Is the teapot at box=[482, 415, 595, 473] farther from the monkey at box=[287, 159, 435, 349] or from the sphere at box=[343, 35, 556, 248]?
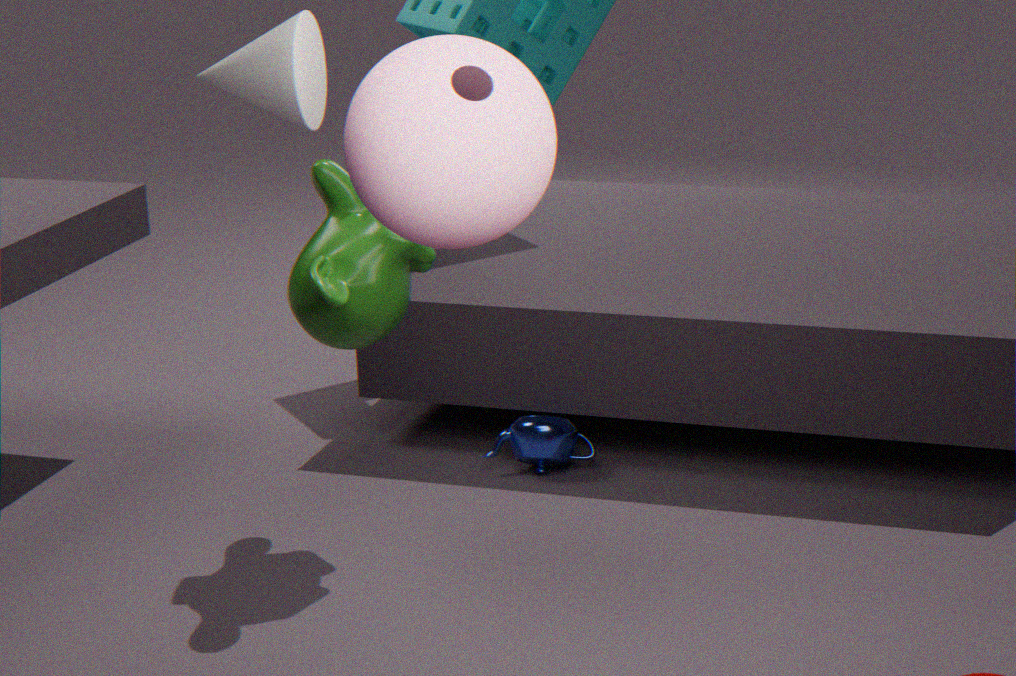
the sphere at box=[343, 35, 556, 248]
